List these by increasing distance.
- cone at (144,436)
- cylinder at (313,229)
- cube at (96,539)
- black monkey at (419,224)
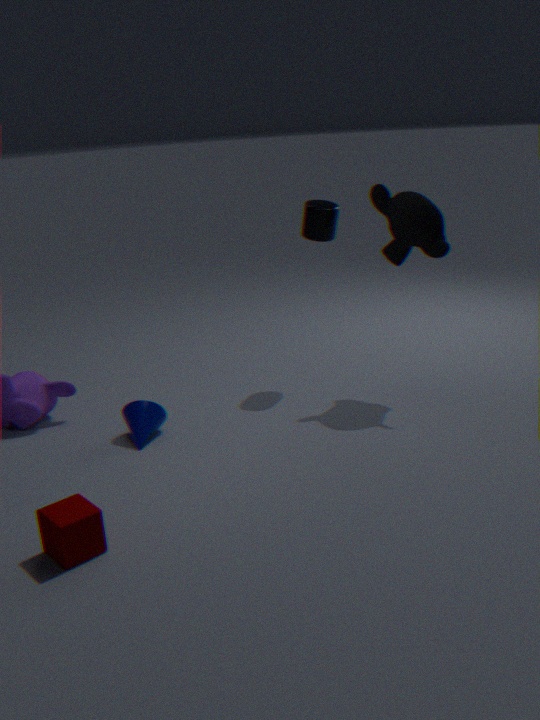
cube at (96,539), cone at (144,436), black monkey at (419,224), cylinder at (313,229)
